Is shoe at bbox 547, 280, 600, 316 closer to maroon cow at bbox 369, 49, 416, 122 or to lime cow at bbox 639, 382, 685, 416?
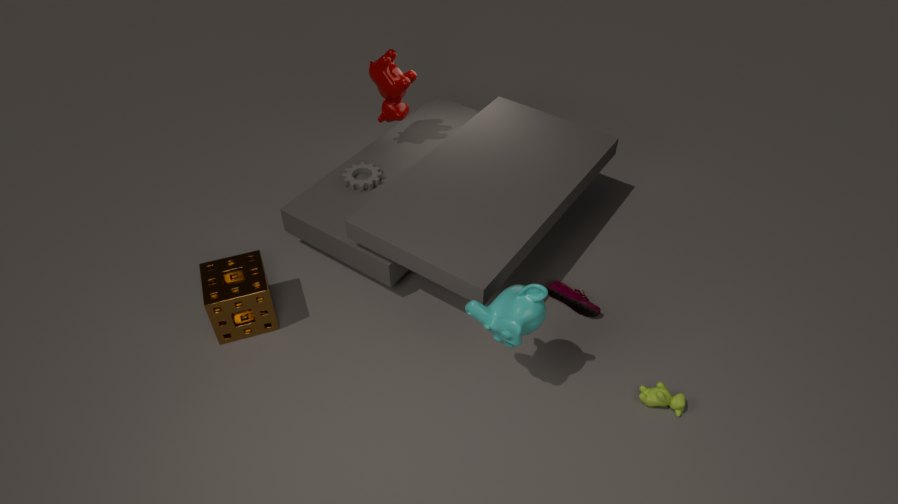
lime cow at bbox 639, 382, 685, 416
